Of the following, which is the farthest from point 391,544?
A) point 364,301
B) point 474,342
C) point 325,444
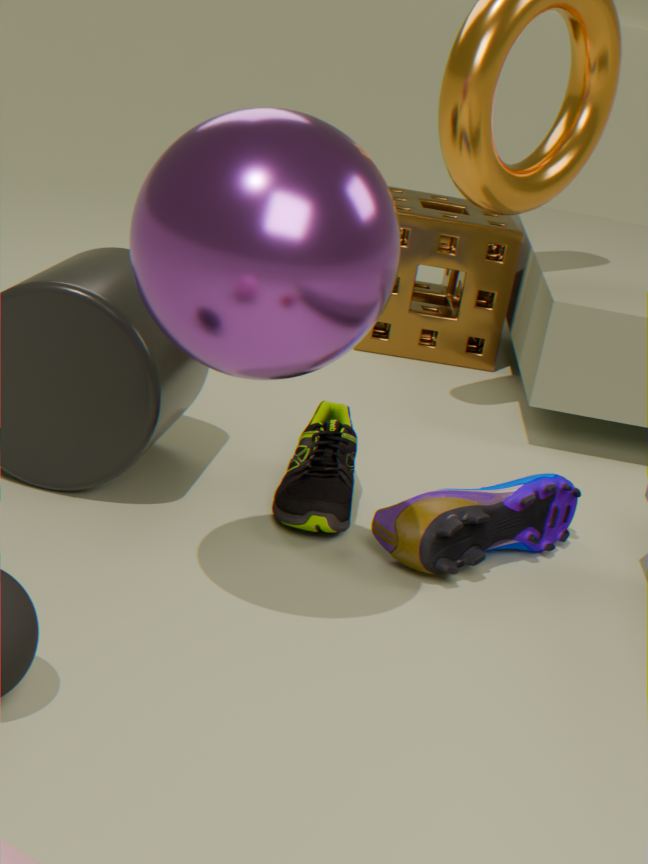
point 474,342
